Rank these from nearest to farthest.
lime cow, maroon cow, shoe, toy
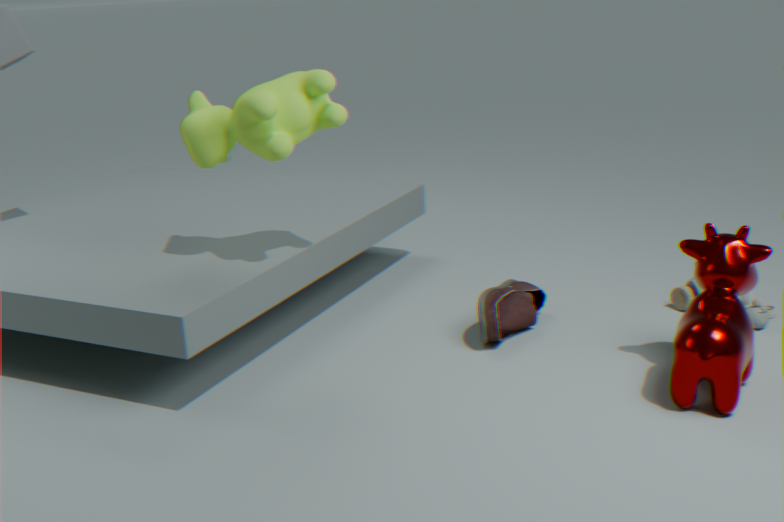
A: maroon cow
lime cow
shoe
toy
